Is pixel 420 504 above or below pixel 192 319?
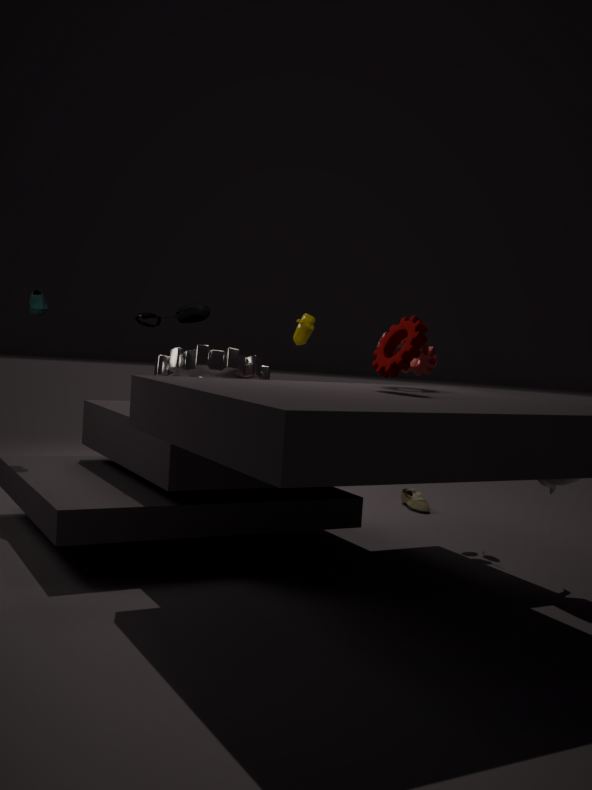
below
